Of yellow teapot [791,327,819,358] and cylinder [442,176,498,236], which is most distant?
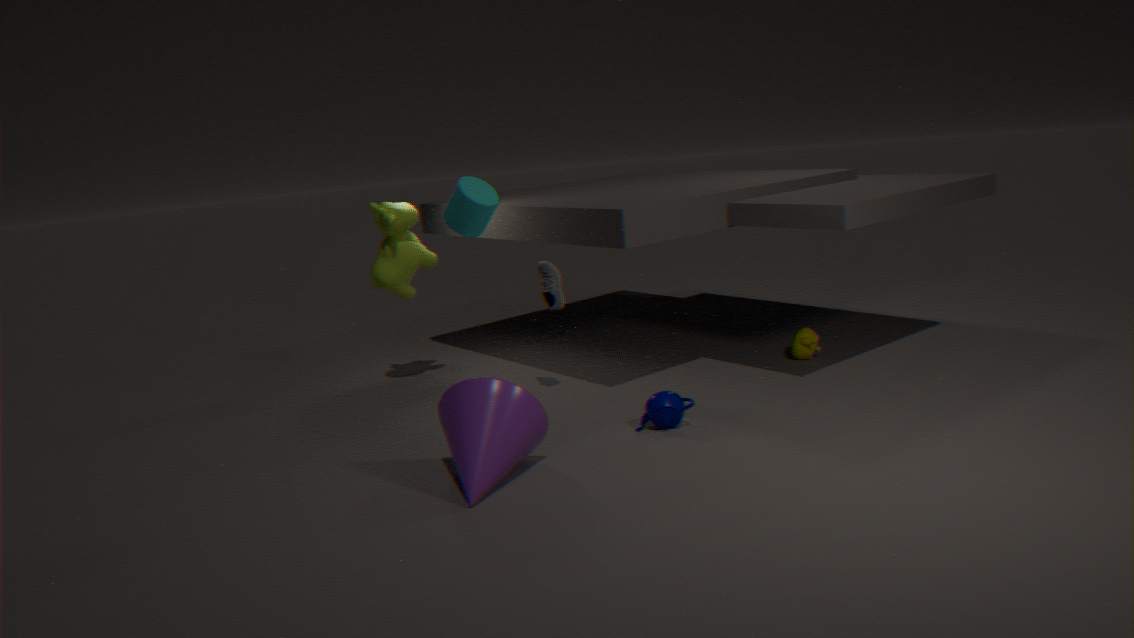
yellow teapot [791,327,819,358]
